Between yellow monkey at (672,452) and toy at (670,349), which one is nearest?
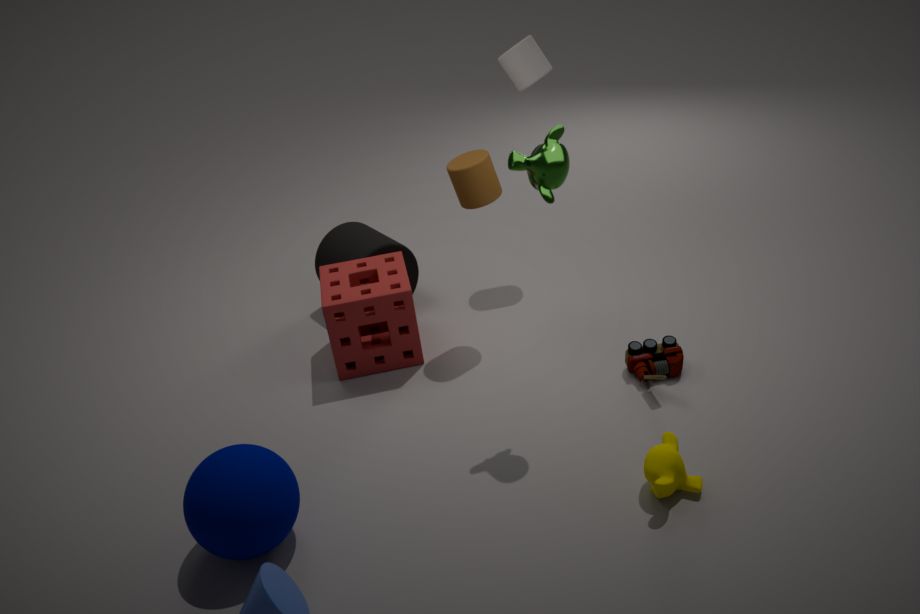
yellow monkey at (672,452)
